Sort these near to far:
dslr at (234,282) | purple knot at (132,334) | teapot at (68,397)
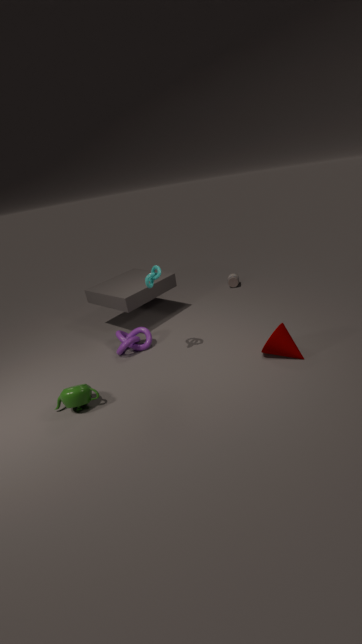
1. teapot at (68,397)
2. purple knot at (132,334)
3. dslr at (234,282)
